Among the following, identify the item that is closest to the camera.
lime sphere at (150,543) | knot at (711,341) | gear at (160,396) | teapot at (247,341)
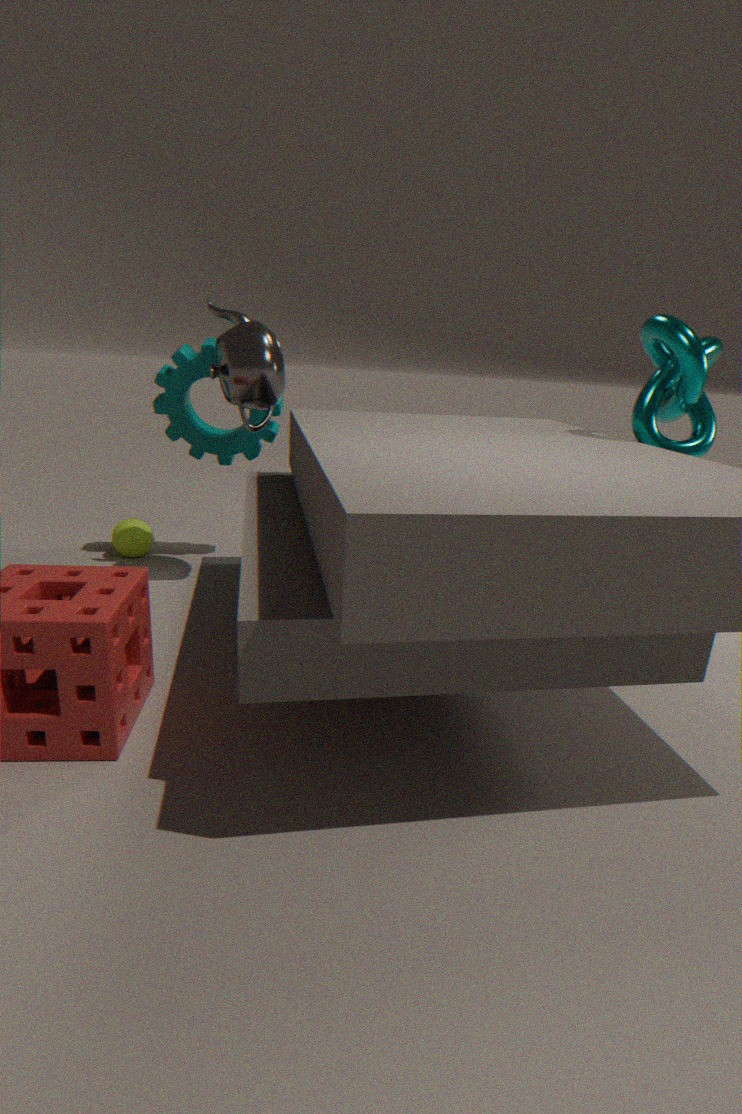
knot at (711,341)
